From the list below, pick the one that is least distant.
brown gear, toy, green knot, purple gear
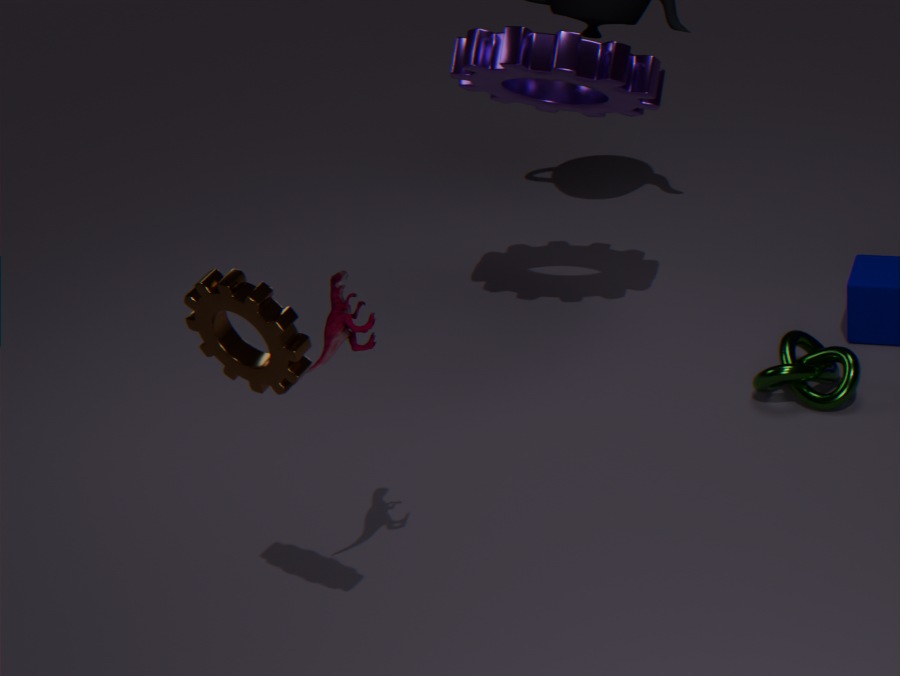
brown gear
